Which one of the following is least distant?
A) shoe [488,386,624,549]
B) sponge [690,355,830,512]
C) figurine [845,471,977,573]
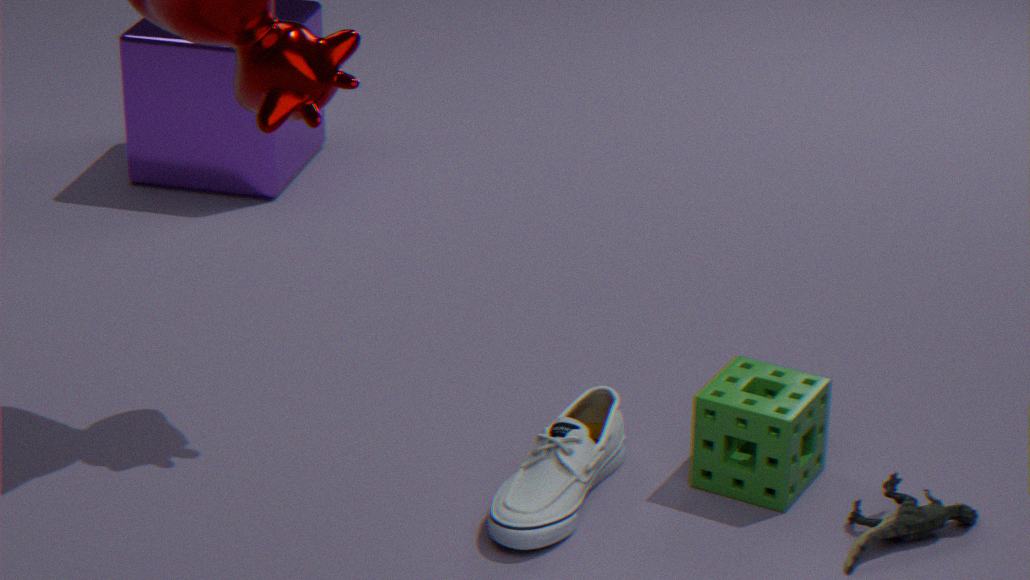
shoe [488,386,624,549]
